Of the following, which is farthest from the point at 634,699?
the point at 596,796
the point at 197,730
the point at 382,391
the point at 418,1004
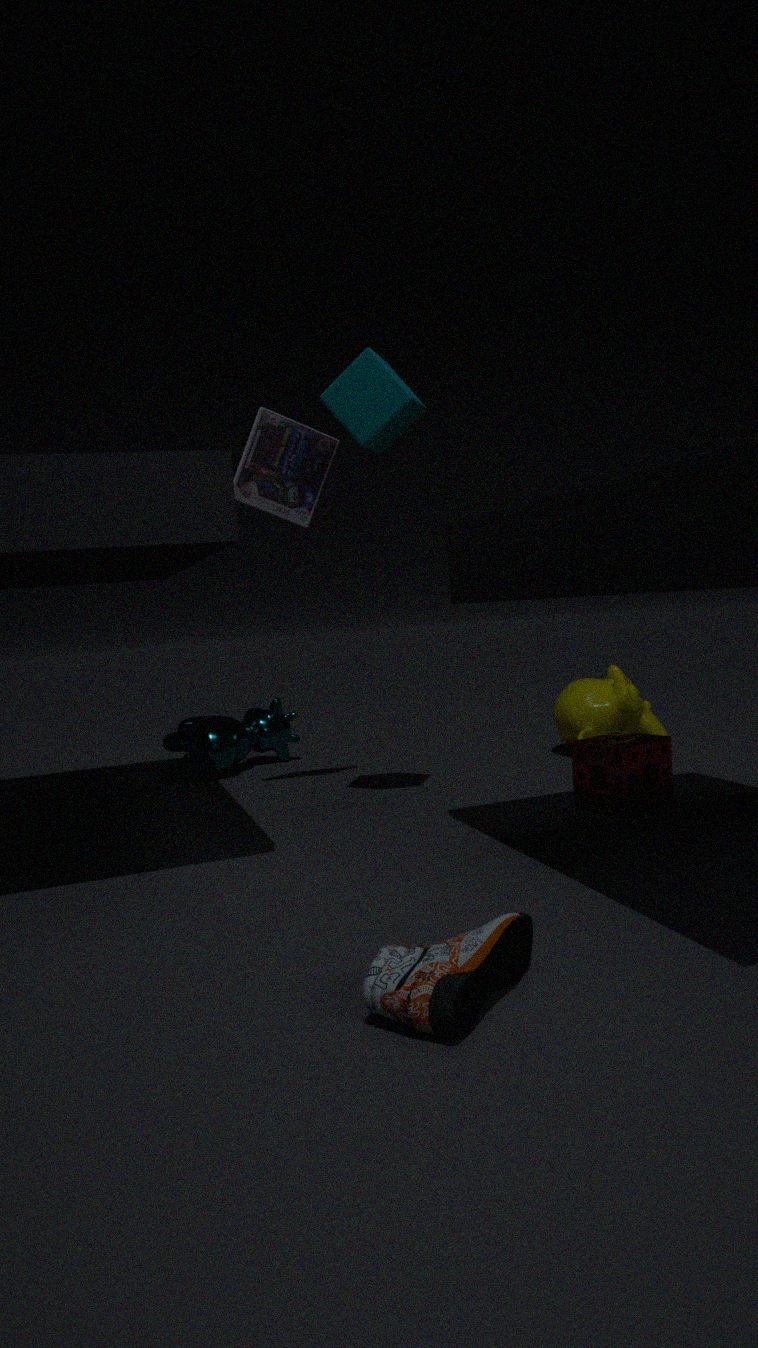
the point at 418,1004
